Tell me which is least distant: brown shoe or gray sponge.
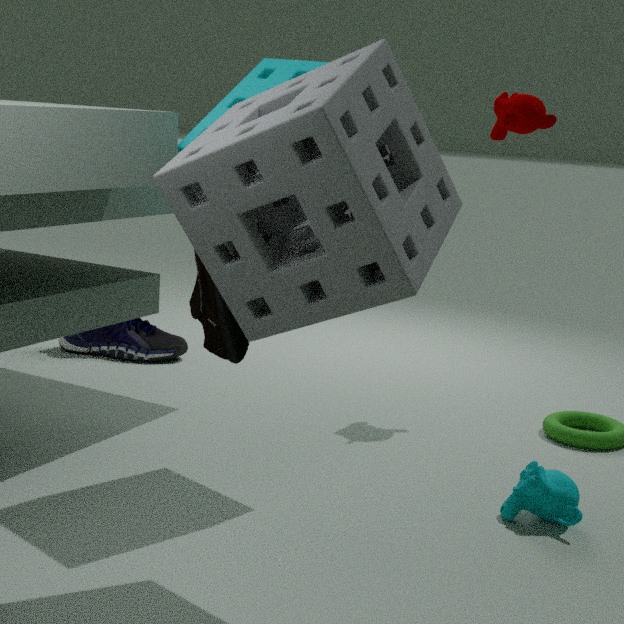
gray sponge
